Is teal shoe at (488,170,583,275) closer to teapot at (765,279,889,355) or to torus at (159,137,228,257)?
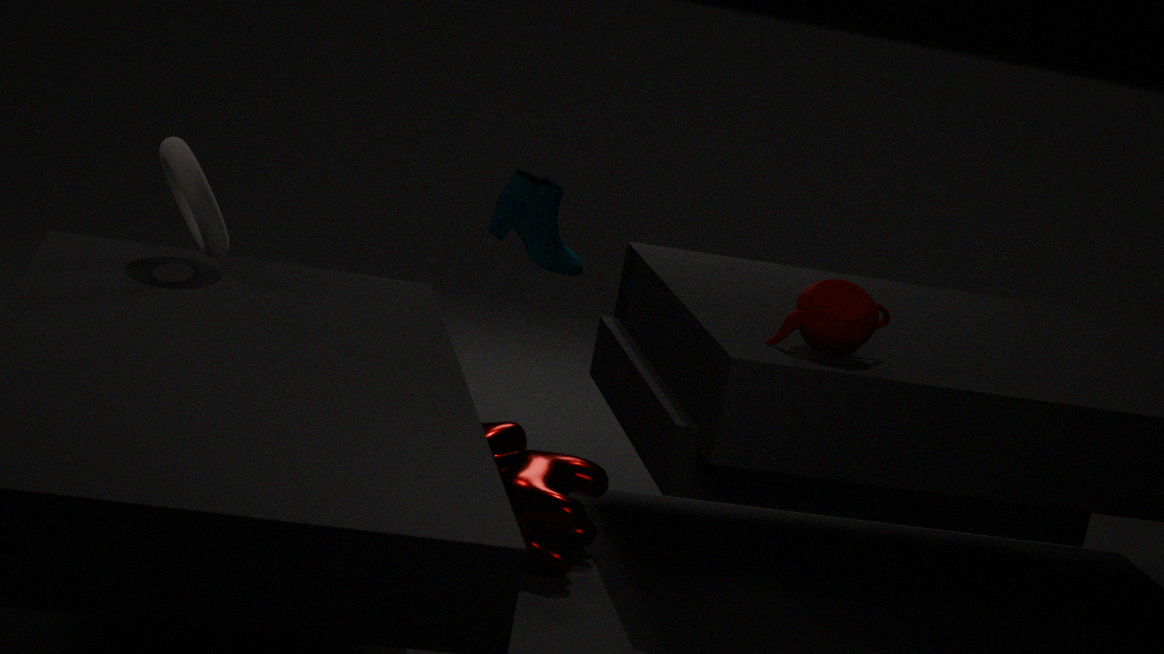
torus at (159,137,228,257)
